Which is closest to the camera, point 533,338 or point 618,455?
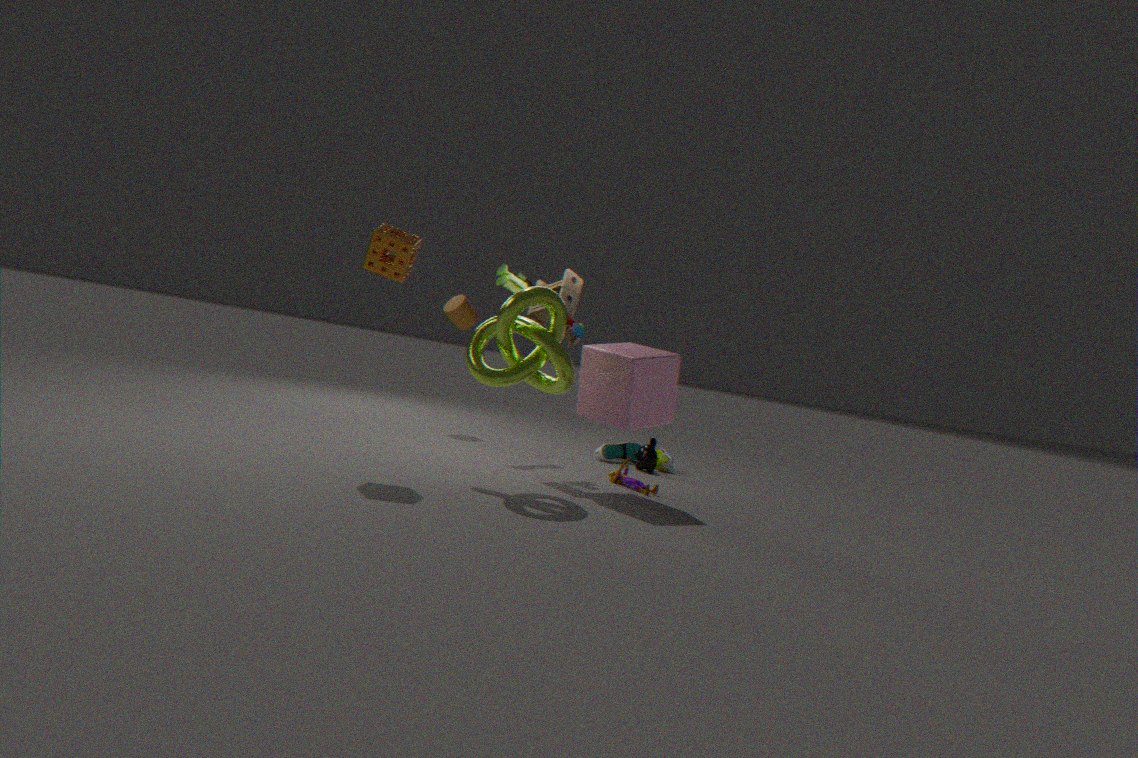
point 533,338
